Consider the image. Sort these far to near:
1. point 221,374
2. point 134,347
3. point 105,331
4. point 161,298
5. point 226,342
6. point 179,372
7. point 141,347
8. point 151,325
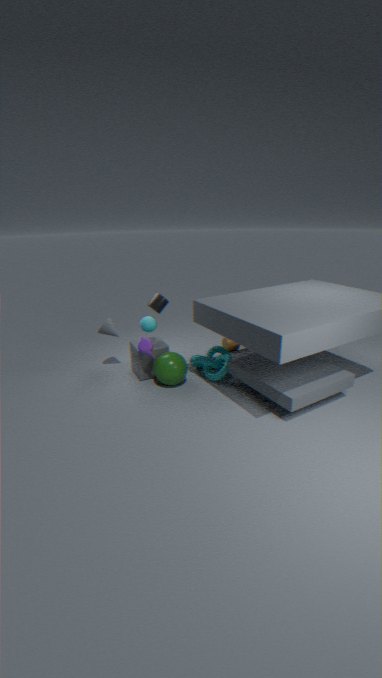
1. point 226,342
2. point 161,298
3. point 105,331
4. point 134,347
5. point 151,325
6. point 221,374
7. point 179,372
8. point 141,347
